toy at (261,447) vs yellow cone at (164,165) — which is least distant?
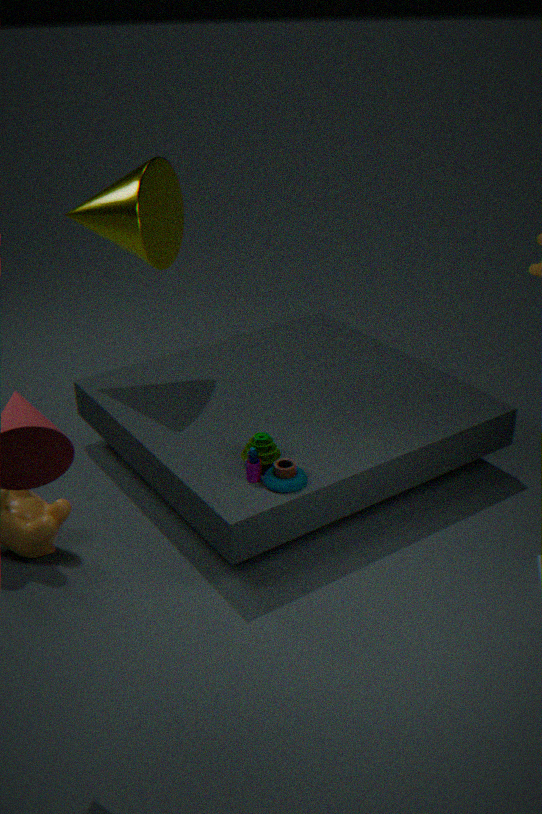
toy at (261,447)
